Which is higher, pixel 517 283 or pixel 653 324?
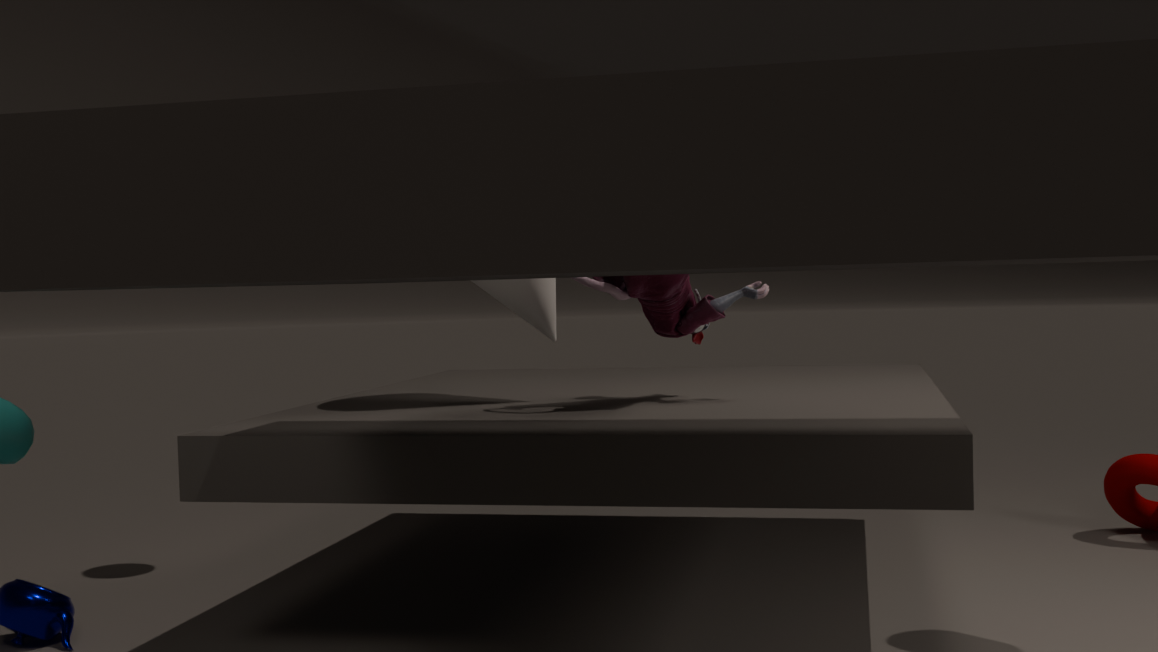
pixel 517 283
